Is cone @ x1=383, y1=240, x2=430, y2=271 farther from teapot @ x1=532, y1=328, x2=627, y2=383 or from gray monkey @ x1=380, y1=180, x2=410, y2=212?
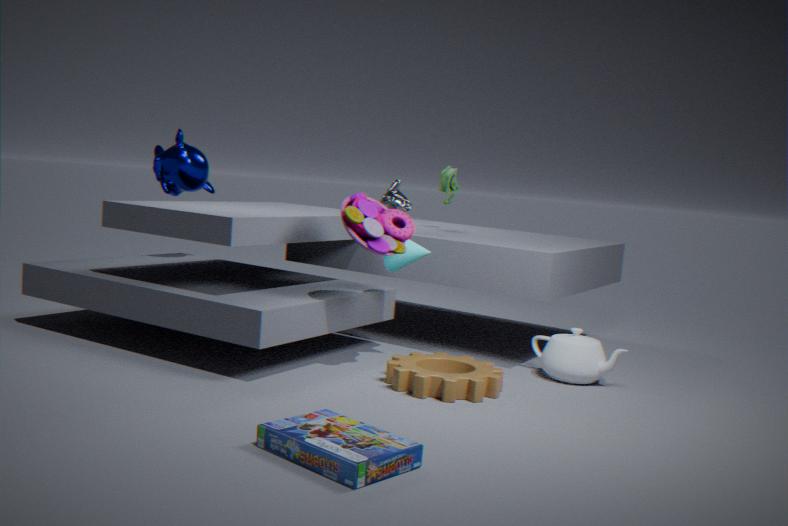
teapot @ x1=532, y1=328, x2=627, y2=383
